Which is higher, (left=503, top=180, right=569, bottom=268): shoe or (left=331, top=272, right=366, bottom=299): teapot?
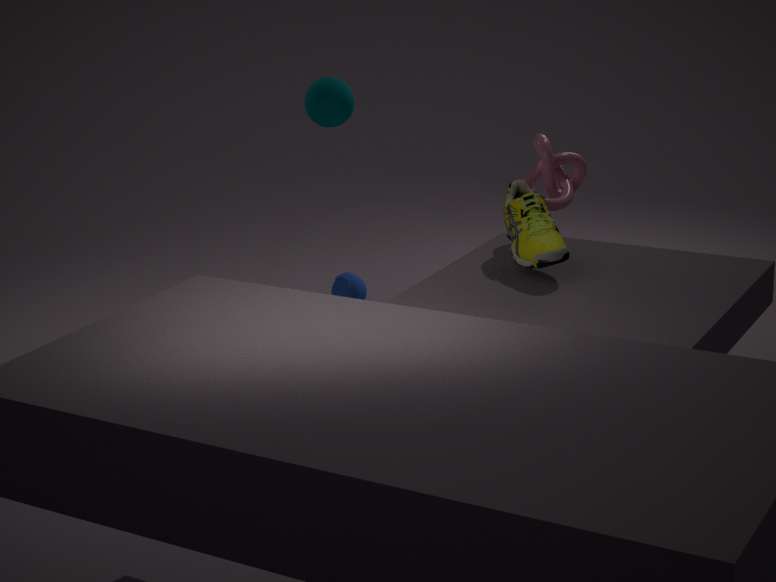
(left=503, top=180, right=569, bottom=268): shoe
